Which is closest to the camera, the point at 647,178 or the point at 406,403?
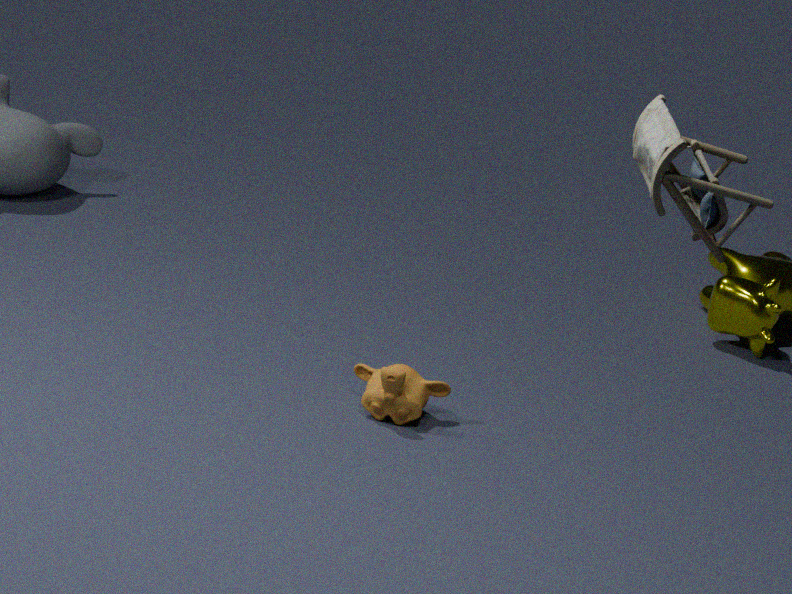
the point at 647,178
